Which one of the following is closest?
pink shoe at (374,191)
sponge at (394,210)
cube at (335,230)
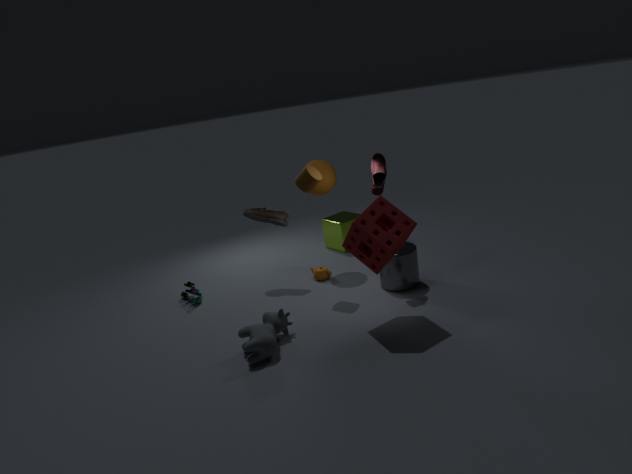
sponge at (394,210)
